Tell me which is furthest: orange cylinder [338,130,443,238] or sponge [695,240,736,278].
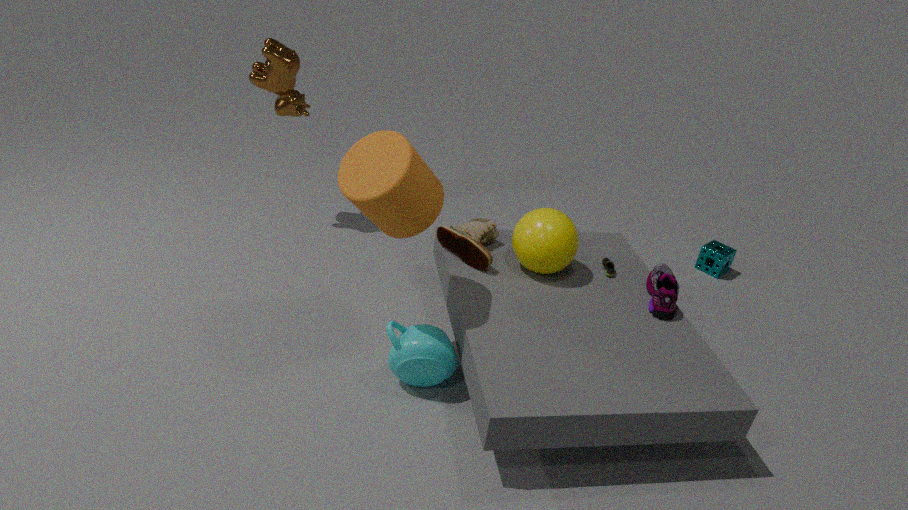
sponge [695,240,736,278]
